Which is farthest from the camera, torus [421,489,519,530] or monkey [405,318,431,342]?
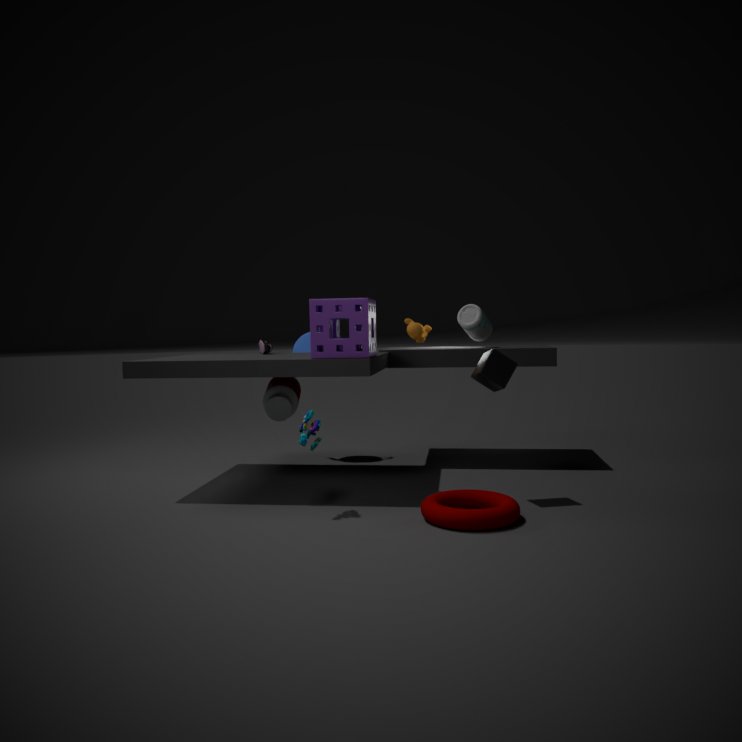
monkey [405,318,431,342]
